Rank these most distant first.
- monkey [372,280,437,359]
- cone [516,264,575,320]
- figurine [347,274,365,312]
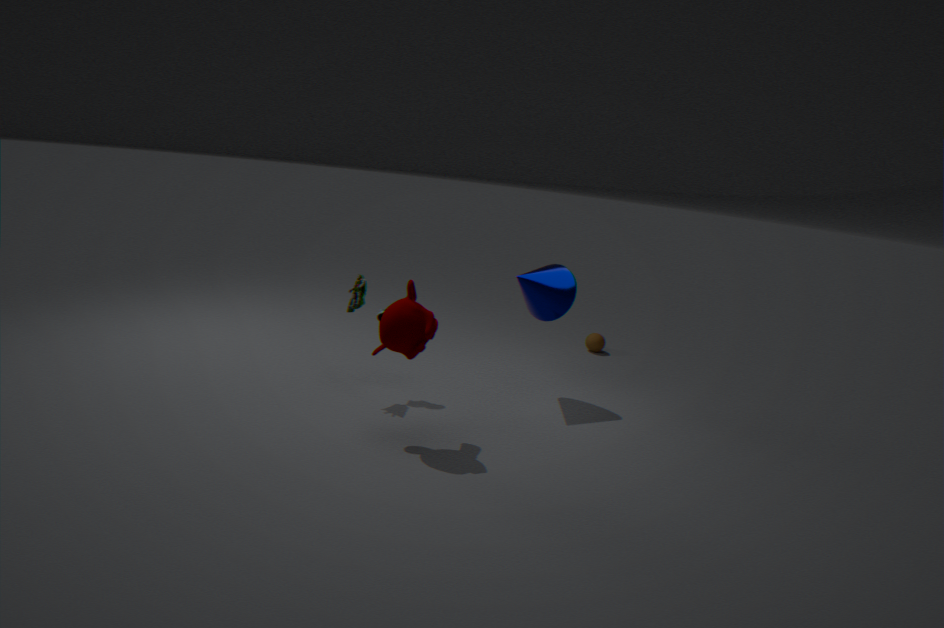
cone [516,264,575,320] < figurine [347,274,365,312] < monkey [372,280,437,359]
